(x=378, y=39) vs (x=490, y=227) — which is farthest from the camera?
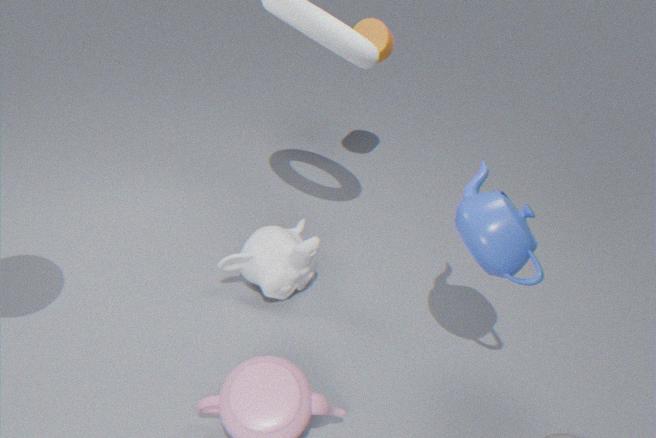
(x=378, y=39)
